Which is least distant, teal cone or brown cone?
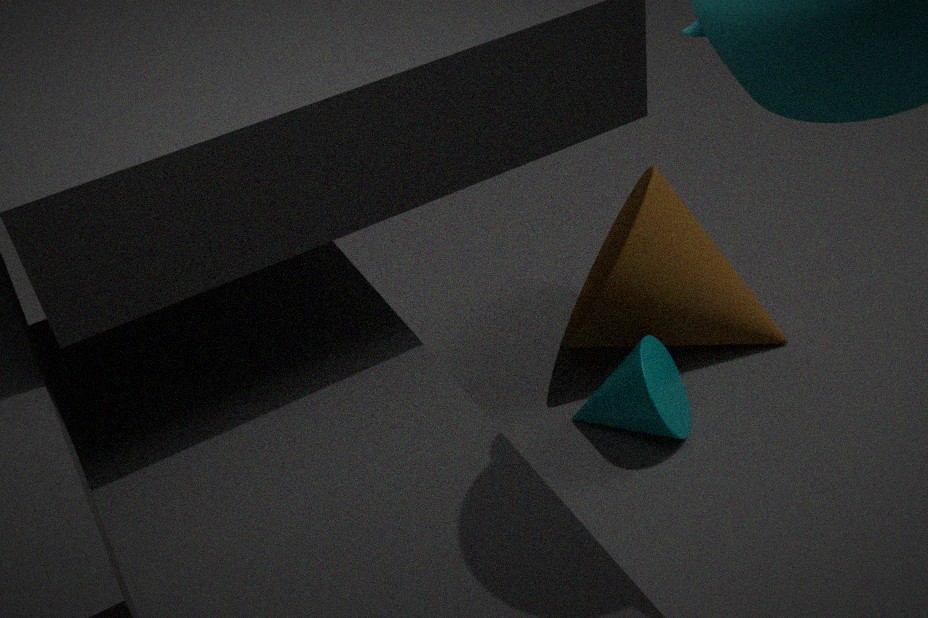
teal cone
